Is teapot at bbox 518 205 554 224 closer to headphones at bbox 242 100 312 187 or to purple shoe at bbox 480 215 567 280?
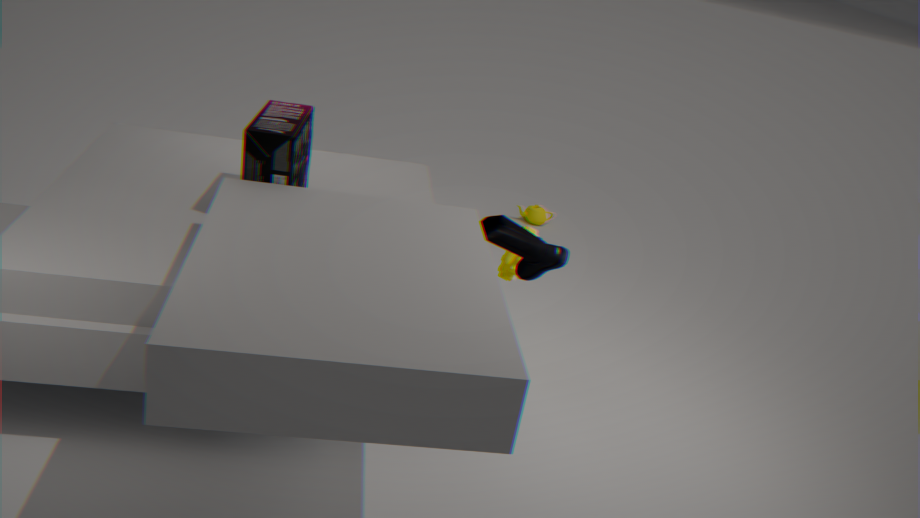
purple shoe at bbox 480 215 567 280
